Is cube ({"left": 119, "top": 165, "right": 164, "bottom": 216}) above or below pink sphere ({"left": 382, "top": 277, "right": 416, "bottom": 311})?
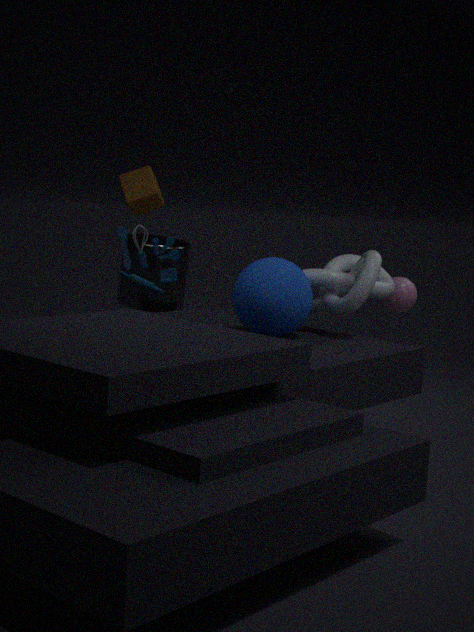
above
